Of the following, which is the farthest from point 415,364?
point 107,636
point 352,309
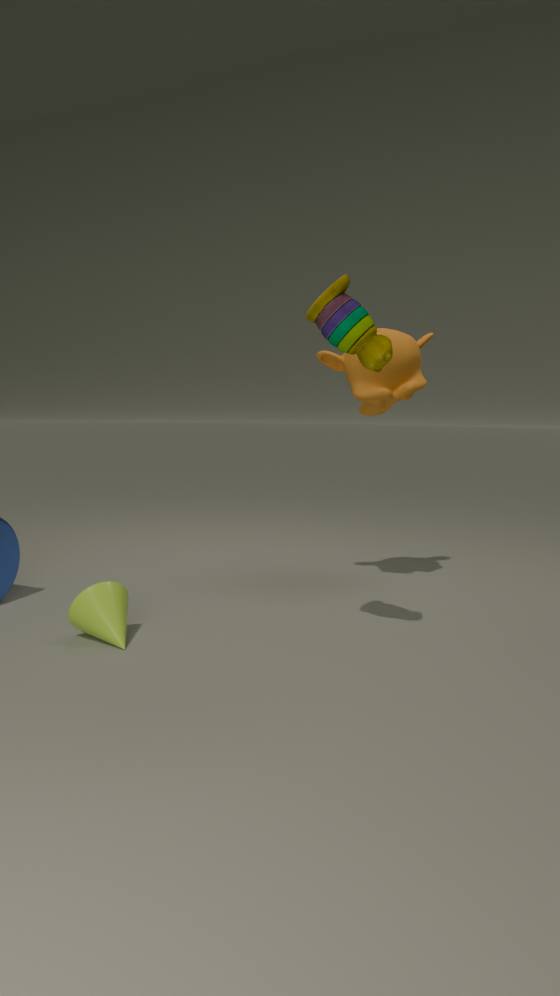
point 107,636
